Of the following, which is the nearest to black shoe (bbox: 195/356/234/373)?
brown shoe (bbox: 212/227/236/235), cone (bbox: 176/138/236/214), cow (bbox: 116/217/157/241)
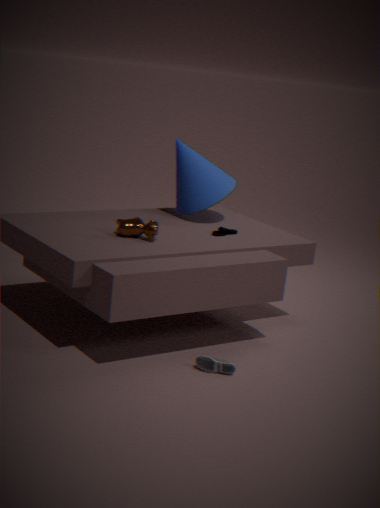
cow (bbox: 116/217/157/241)
